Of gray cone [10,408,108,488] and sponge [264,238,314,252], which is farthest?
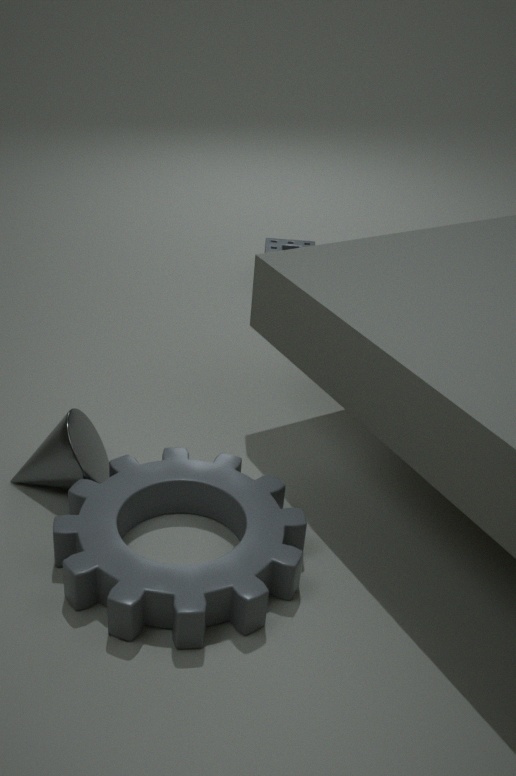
sponge [264,238,314,252]
